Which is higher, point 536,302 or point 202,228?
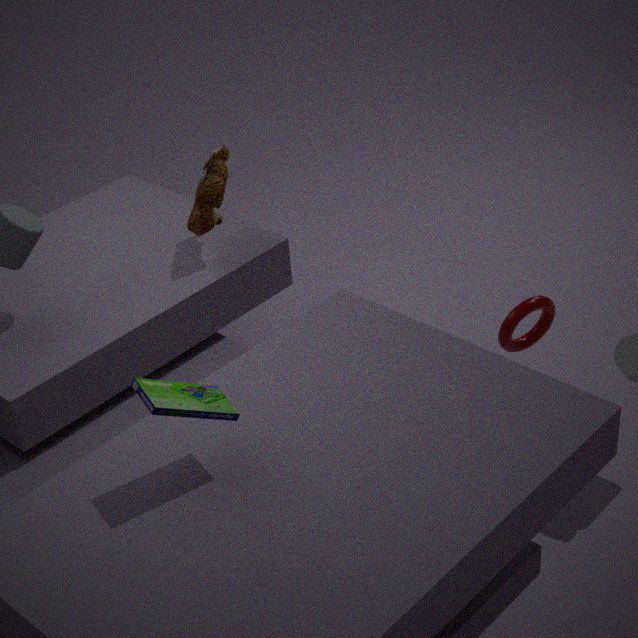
point 202,228
